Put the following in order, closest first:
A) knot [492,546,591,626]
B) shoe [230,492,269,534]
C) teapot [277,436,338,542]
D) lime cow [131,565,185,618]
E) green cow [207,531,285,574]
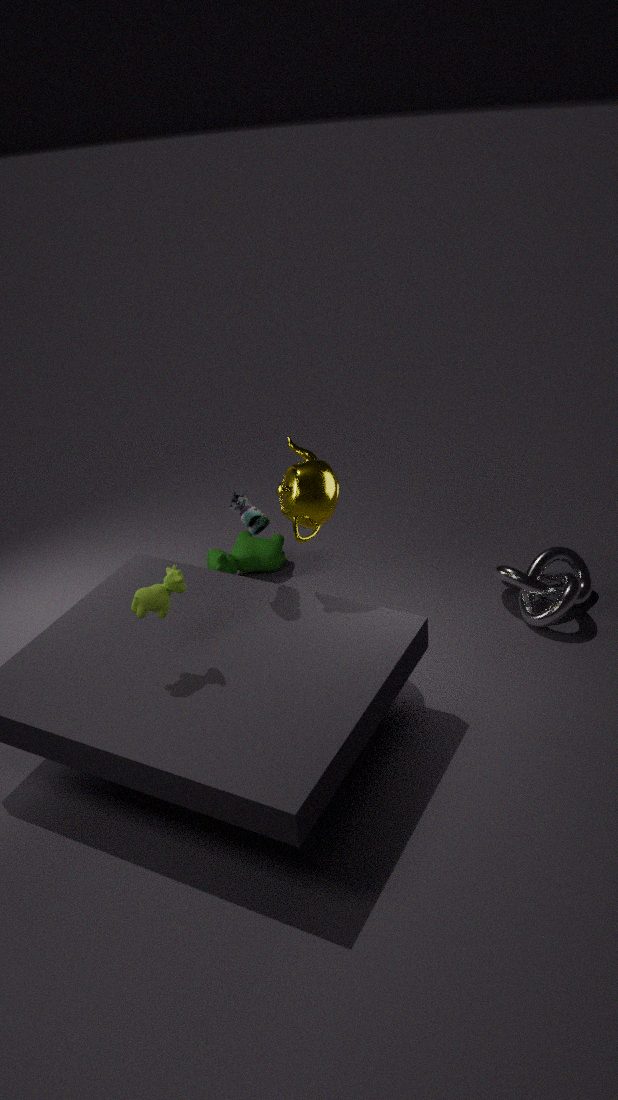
lime cow [131,565,185,618]
shoe [230,492,269,534]
teapot [277,436,338,542]
knot [492,546,591,626]
green cow [207,531,285,574]
